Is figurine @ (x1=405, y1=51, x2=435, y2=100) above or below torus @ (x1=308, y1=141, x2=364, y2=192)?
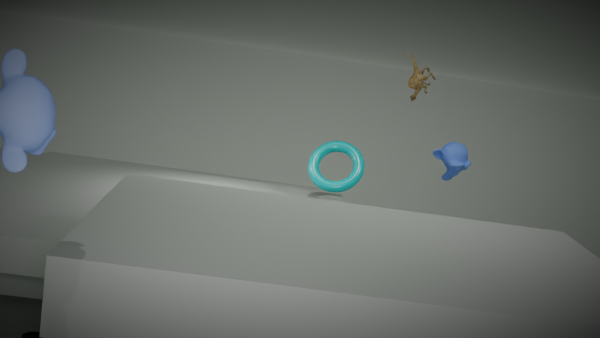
above
